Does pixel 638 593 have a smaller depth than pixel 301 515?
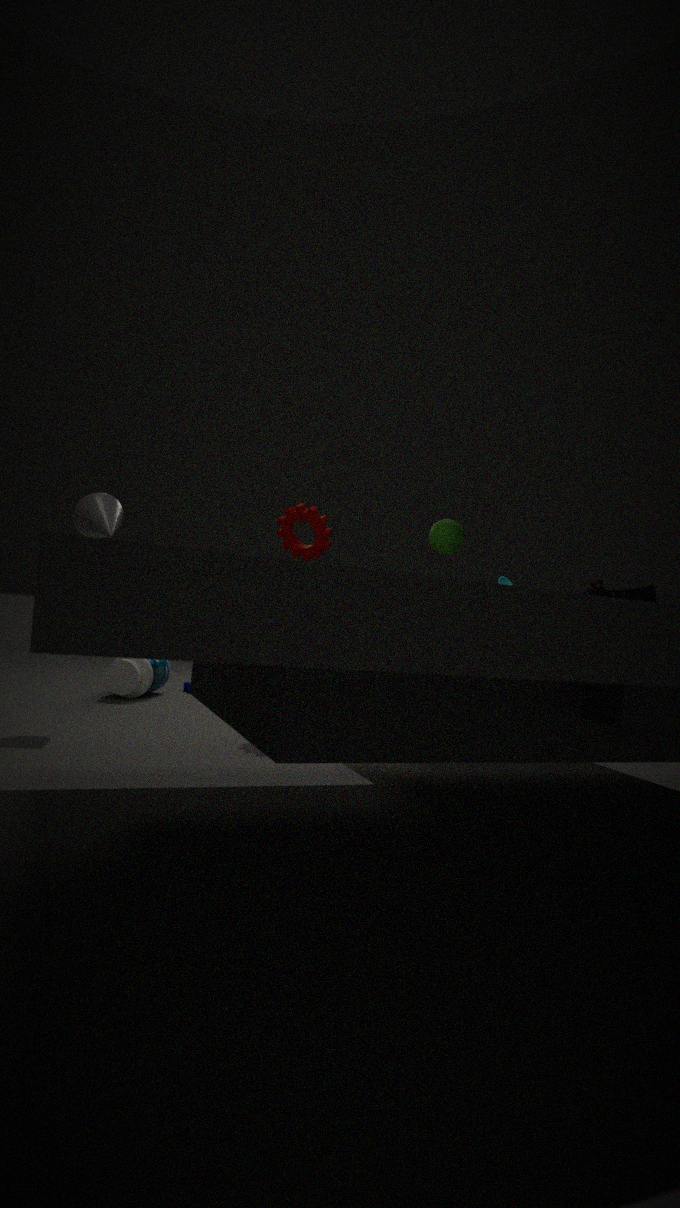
Yes
